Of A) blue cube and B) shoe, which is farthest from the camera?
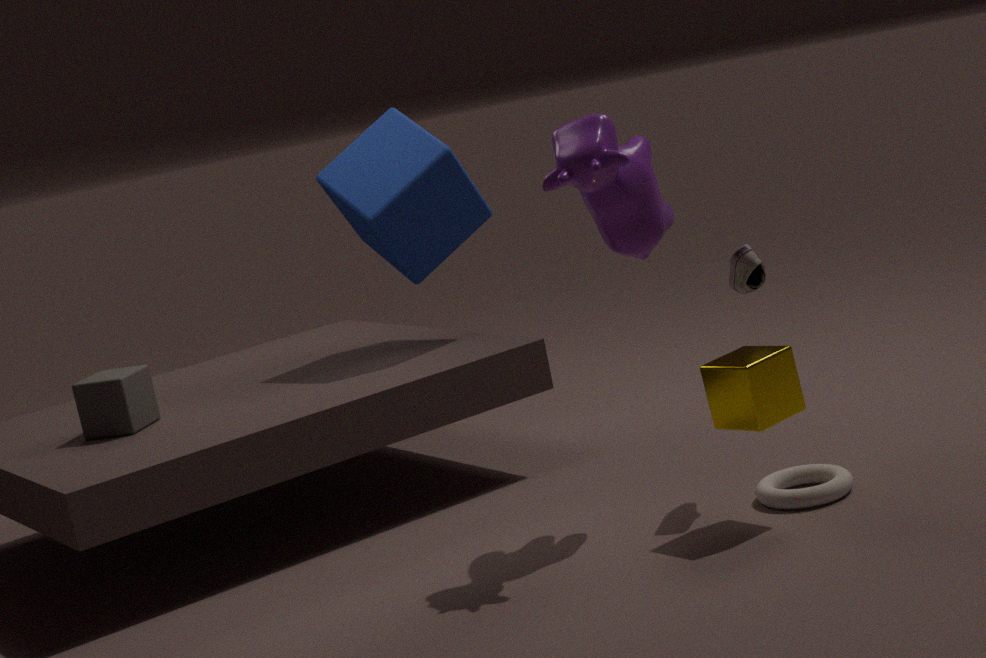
A. blue cube
